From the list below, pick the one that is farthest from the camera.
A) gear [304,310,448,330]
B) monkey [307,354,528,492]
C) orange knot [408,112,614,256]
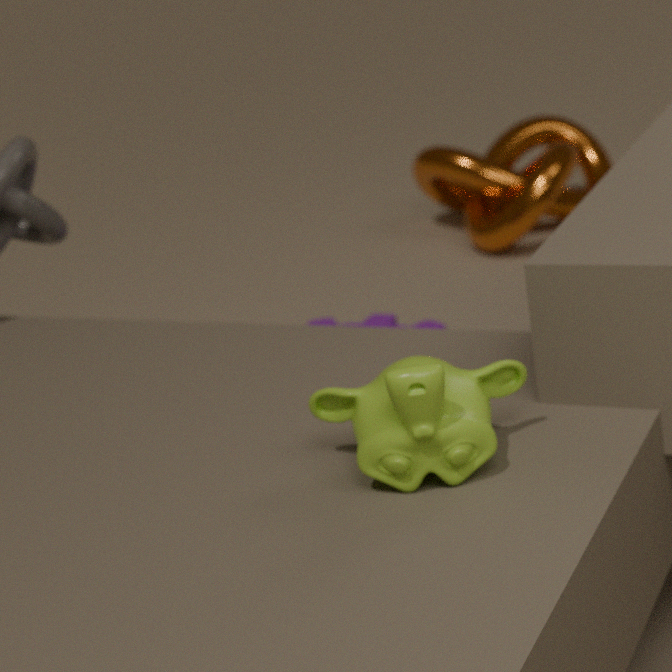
orange knot [408,112,614,256]
